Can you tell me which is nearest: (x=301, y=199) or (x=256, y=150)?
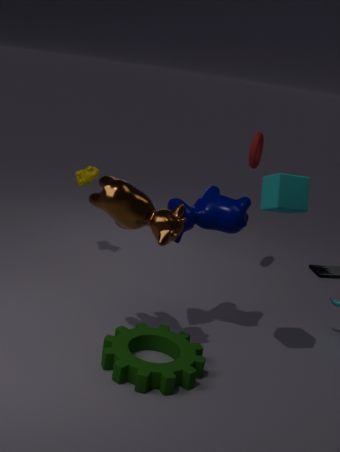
(x=301, y=199)
